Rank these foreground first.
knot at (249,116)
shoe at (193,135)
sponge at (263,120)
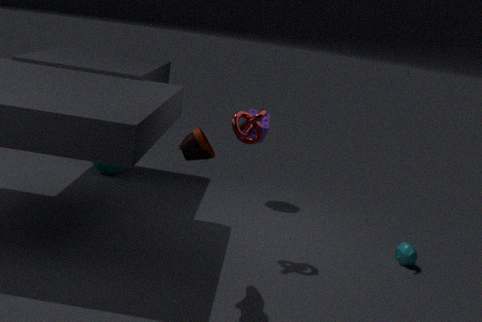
1. shoe at (193,135)
2. knot at (249,116)
3. sponge at (263,120)
